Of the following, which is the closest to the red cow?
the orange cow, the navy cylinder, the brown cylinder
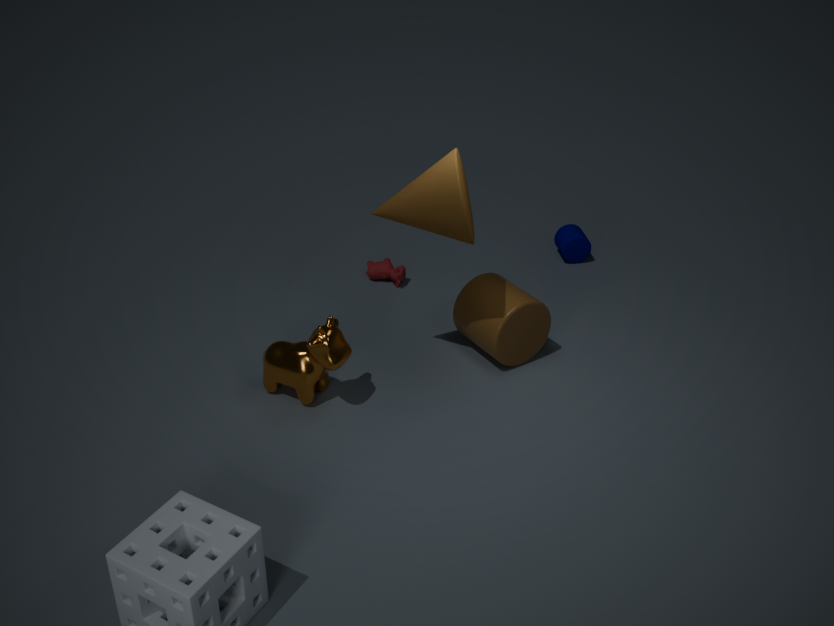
the brown cylinder
